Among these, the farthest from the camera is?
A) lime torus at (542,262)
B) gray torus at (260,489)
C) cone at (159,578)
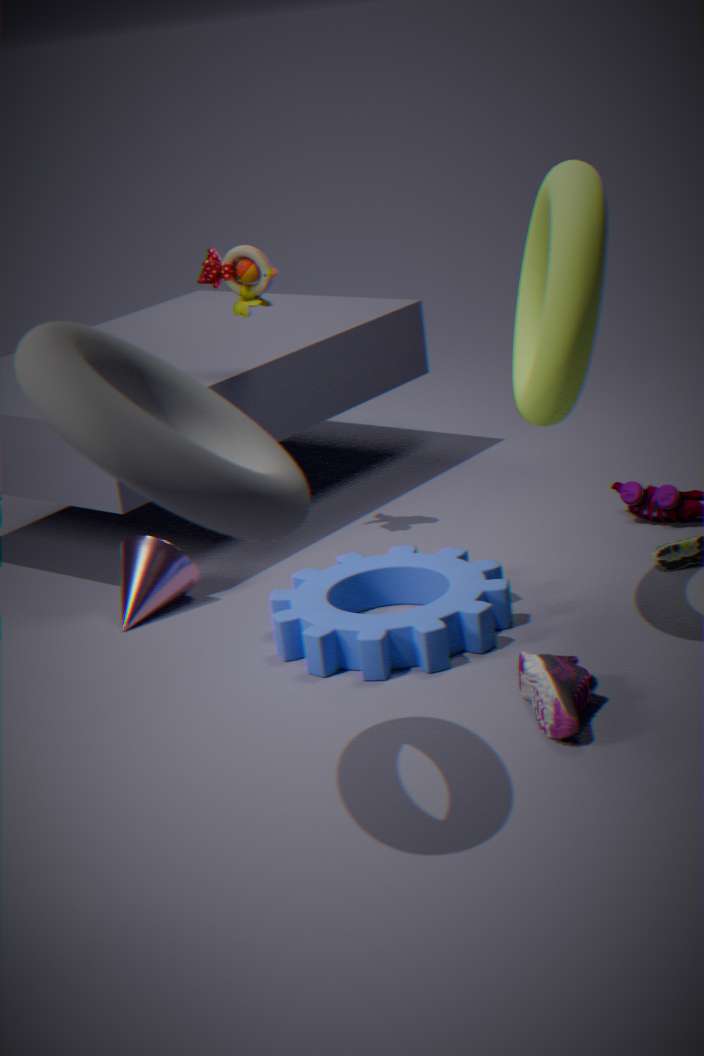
cone at (159,578)
